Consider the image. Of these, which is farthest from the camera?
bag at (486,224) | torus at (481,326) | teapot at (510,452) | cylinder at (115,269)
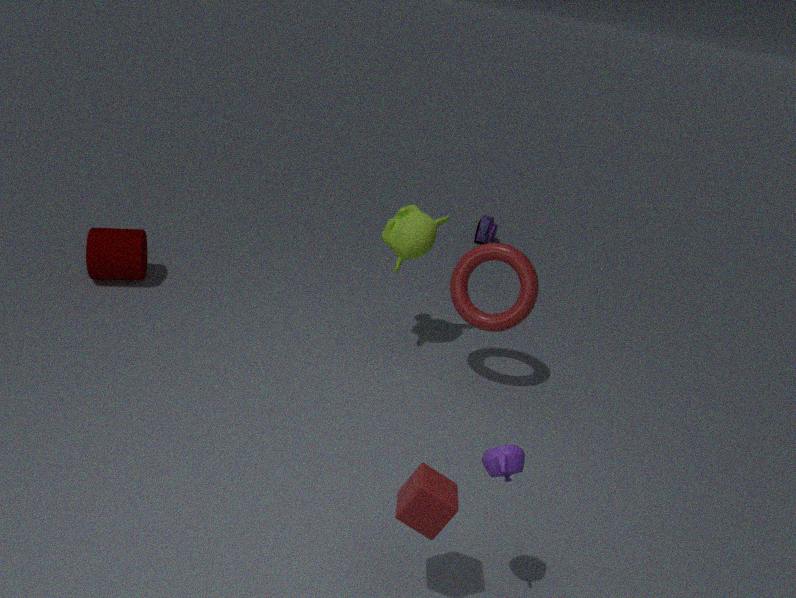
bag at (486,224)
